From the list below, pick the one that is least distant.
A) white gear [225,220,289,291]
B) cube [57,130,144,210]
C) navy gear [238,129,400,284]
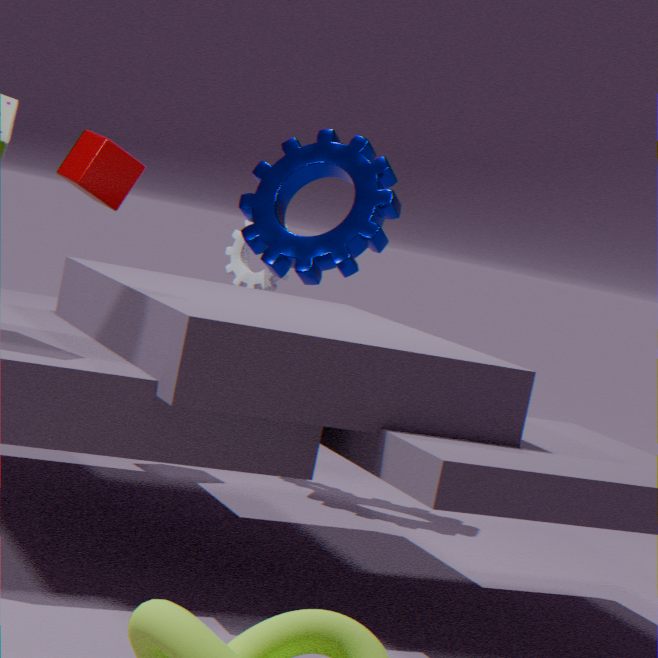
cube [57,130,144,210]
